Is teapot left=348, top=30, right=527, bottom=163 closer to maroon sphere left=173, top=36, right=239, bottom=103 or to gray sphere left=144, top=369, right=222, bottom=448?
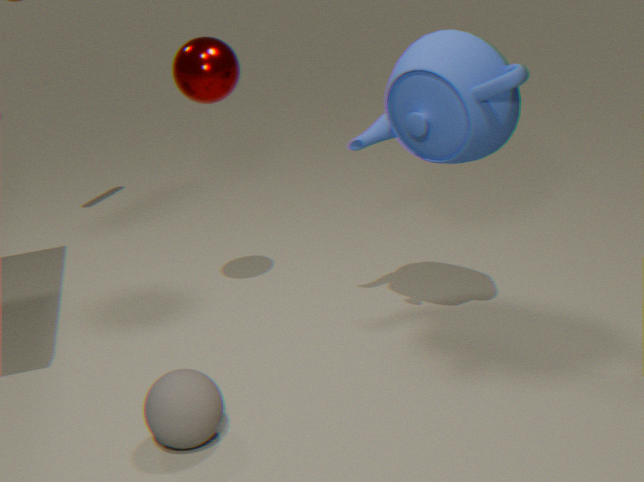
maroon sphere left=173, top=36, right=239, bottom=103
